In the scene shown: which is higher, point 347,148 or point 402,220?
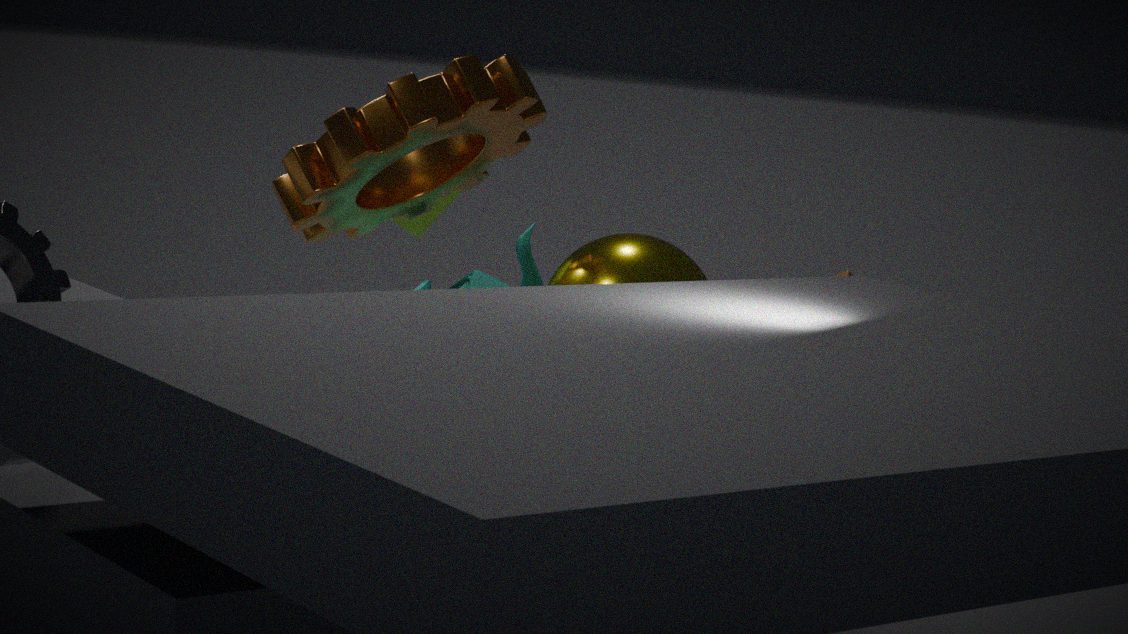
point 347,148
